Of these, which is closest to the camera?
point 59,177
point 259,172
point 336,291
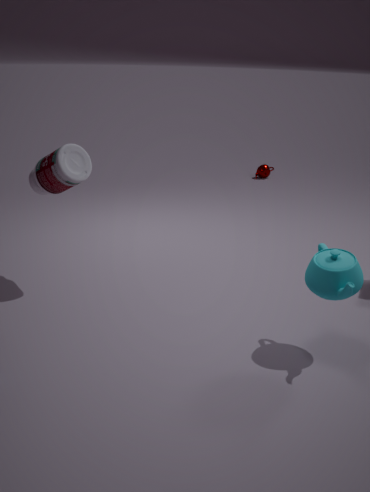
point 336,291
